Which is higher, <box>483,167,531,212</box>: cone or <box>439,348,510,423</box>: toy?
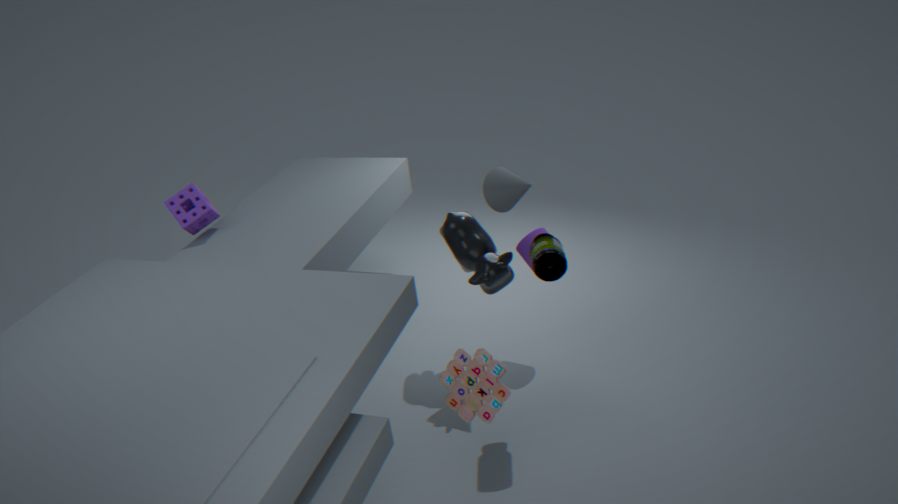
<box>483,167,531,212</box>: cone
